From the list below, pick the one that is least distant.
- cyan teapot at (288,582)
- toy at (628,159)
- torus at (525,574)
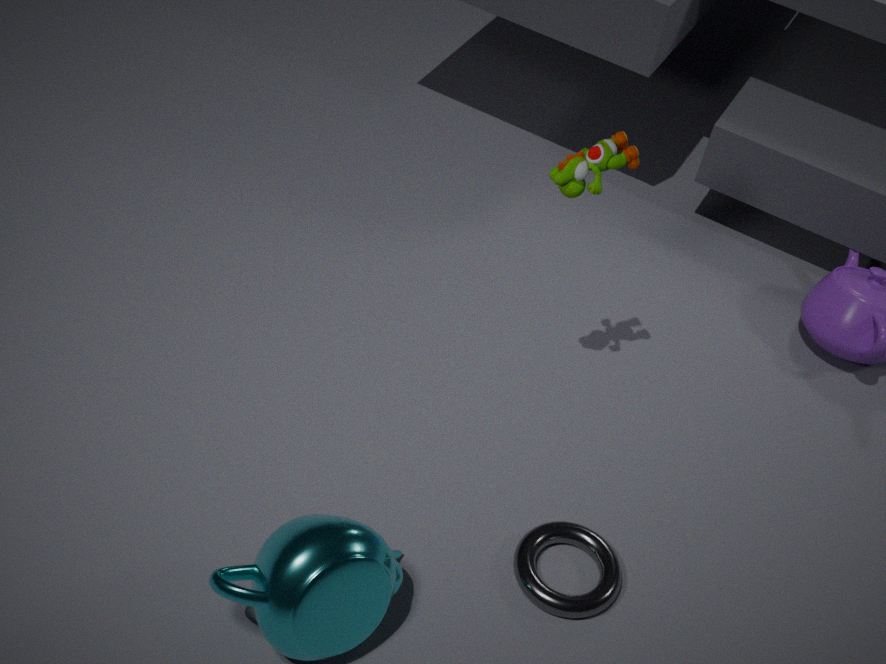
cyan teapot at (288,582)
